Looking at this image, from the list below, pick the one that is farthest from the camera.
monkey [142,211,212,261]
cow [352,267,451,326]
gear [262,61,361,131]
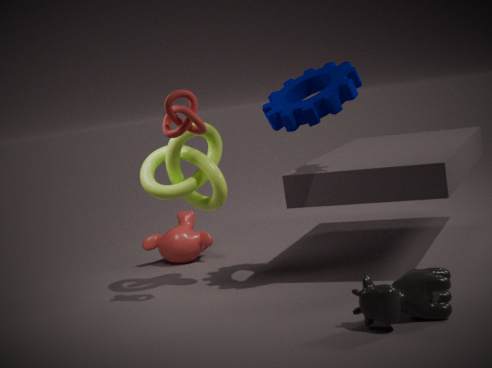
monkey [142,211,212,261]
